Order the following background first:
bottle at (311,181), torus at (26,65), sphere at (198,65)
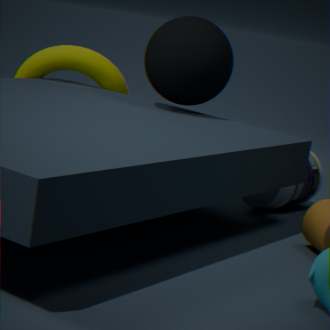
torus at (26,65) → bottle at (311,181) → sphere at (198,65)
